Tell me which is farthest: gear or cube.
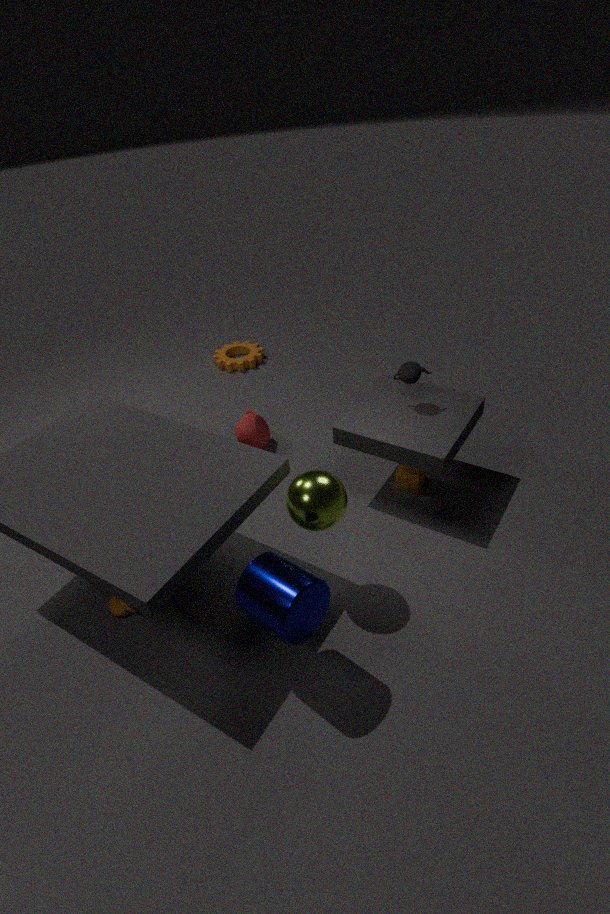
gear
